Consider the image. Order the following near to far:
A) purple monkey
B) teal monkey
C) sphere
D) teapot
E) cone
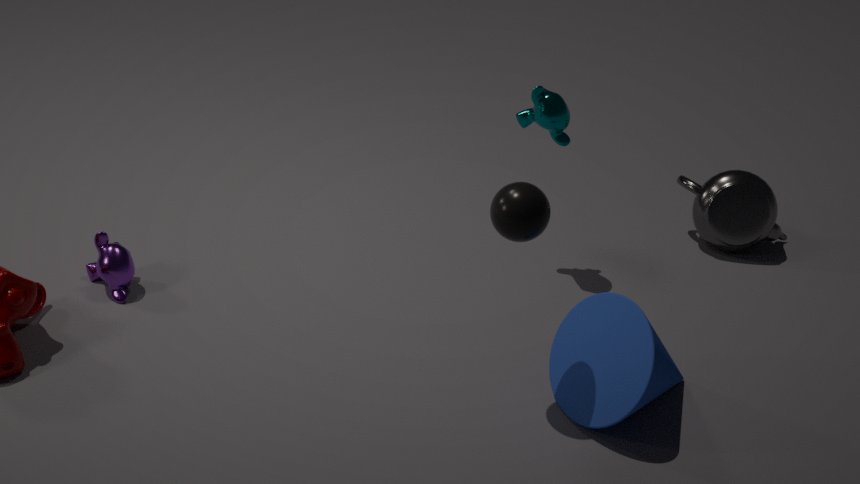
sphere < cone < purple monkey < teal monkey < teapot
